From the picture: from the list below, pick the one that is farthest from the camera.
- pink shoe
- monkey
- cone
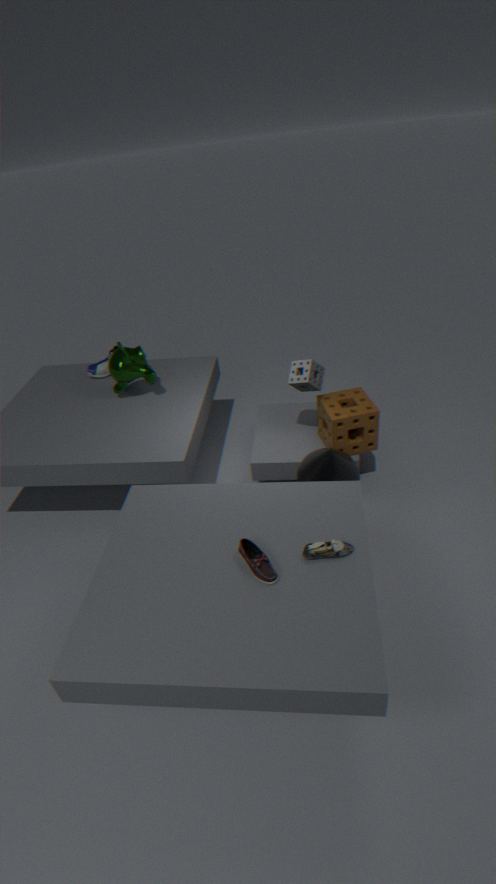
monkey
